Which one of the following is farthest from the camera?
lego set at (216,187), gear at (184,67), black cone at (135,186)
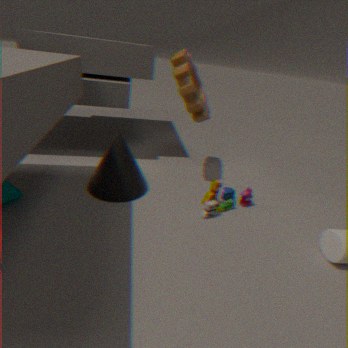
gear at (184,67)
